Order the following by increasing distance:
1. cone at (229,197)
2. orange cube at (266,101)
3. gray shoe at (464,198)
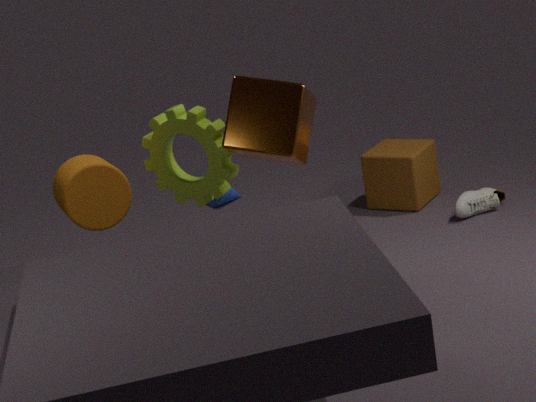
1. orange cube at (266,101)
2. gray shoe at (464,198)
3. cone at (229,197)
